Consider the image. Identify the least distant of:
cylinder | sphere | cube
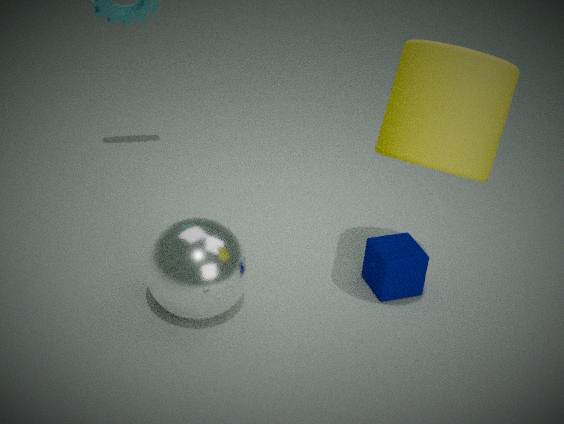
cylinder
